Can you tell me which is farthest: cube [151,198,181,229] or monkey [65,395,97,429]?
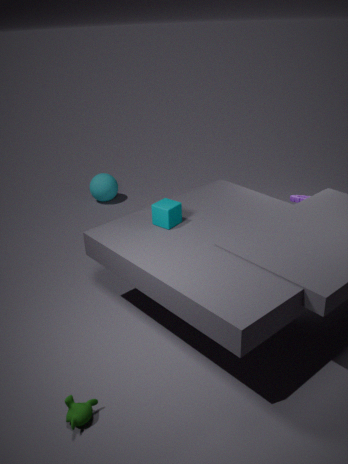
cube [151,198,181,229]
